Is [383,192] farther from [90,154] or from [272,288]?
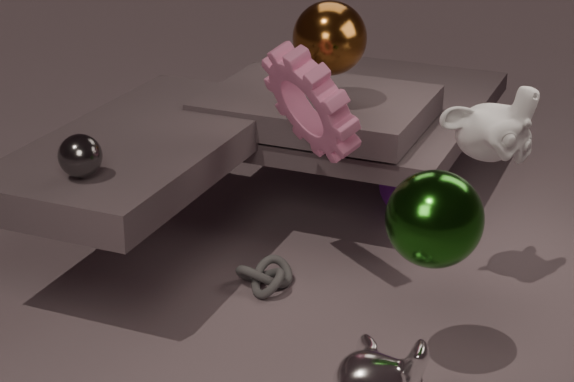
[90,154]
